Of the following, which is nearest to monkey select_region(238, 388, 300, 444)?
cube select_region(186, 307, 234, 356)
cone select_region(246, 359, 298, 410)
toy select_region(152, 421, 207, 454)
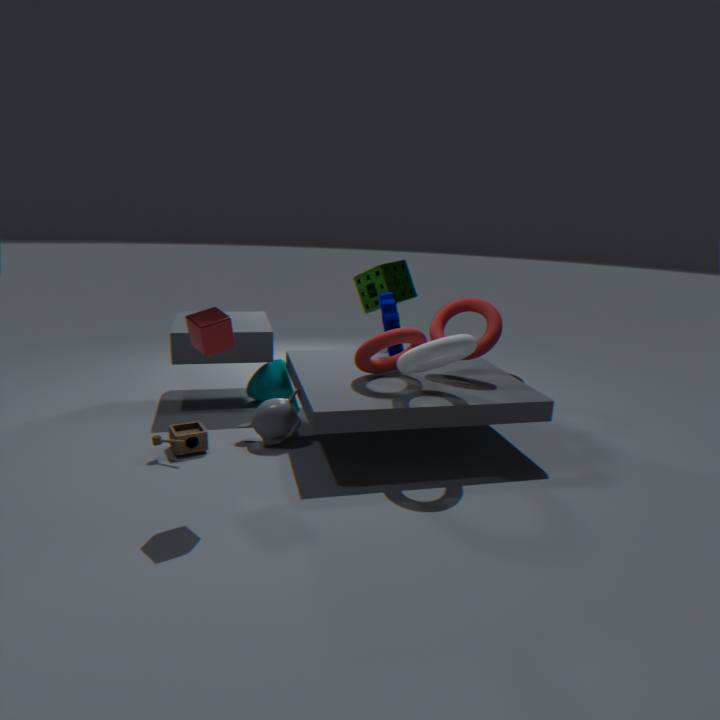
toy select_region(152, 421, 207, 454)
